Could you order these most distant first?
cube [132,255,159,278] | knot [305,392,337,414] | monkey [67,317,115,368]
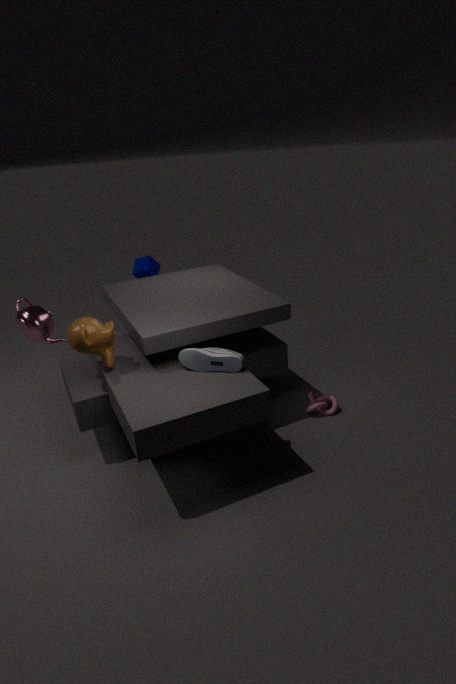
cube [132,255,159,278] → knot [305,392,337,414] → monkey [67,317,115,368]
